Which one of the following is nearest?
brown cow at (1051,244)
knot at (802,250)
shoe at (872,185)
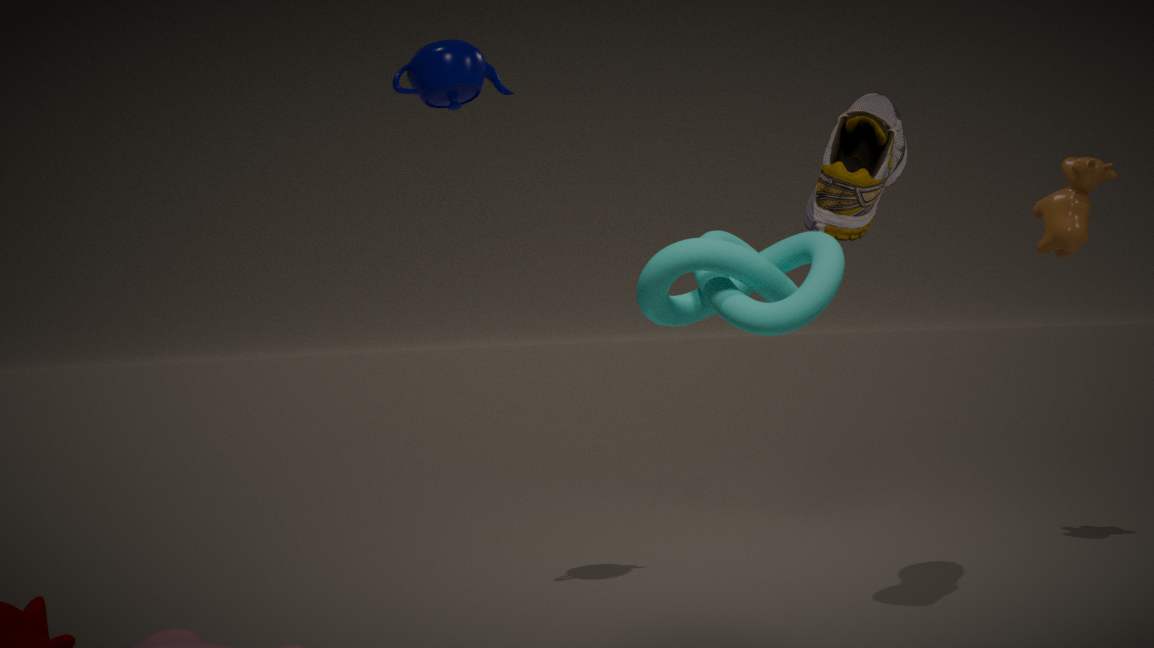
knot at (802,250)
